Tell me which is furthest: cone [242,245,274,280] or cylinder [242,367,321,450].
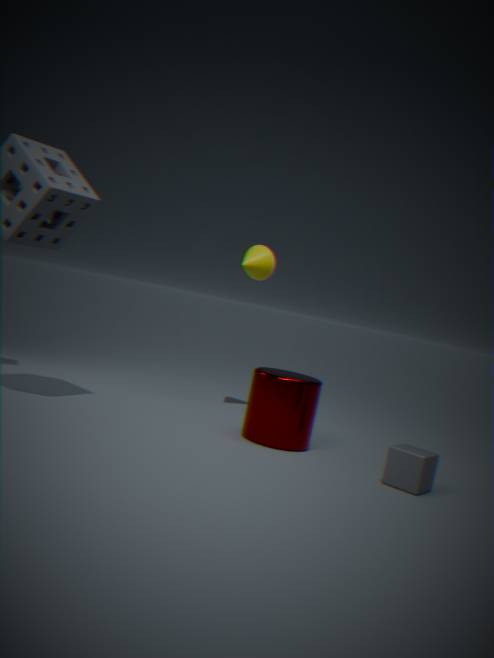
cone [242,245,274,280]
